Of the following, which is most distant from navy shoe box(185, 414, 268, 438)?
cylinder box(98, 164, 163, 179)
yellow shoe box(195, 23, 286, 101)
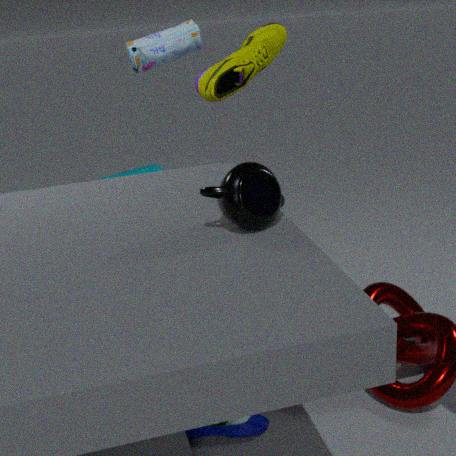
cylinder box(98, 164, 163, 179)
